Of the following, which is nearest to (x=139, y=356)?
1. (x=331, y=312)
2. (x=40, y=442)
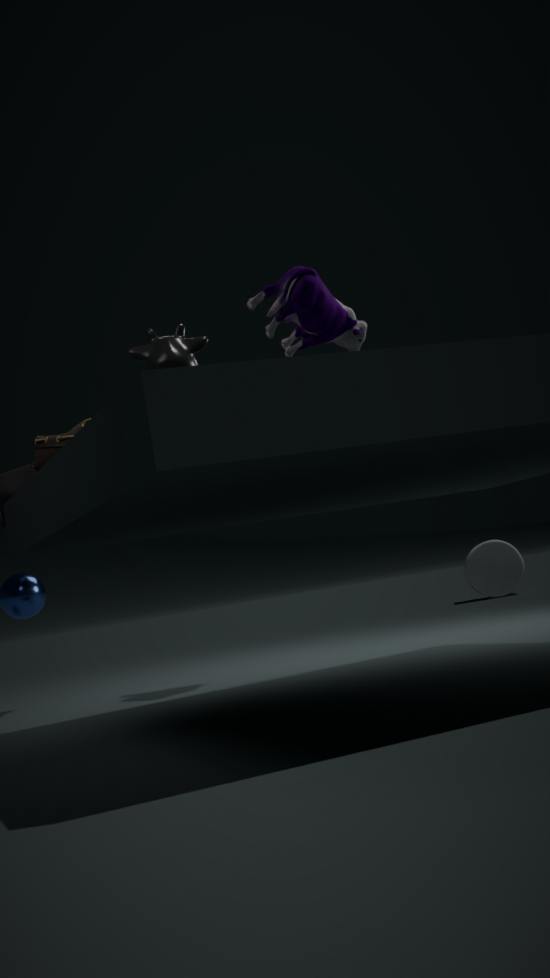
(x=40, y=442)
